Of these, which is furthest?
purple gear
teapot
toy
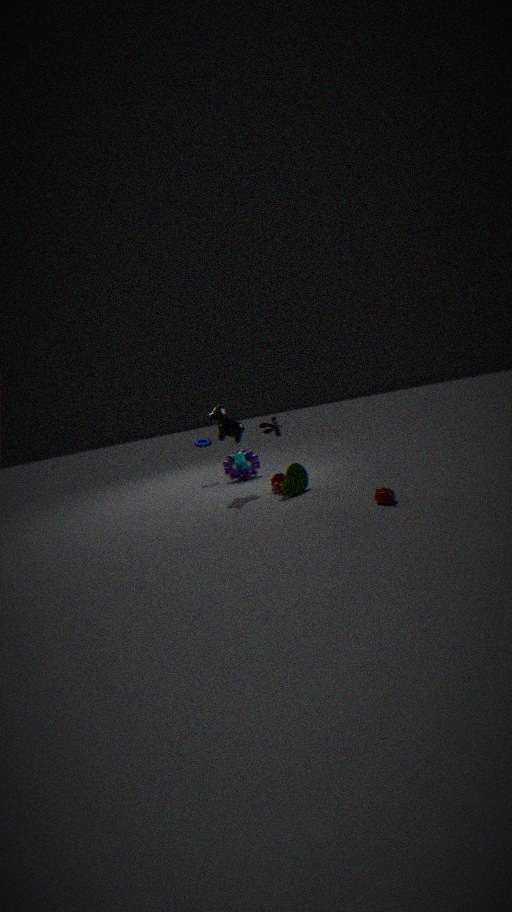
purple gear
